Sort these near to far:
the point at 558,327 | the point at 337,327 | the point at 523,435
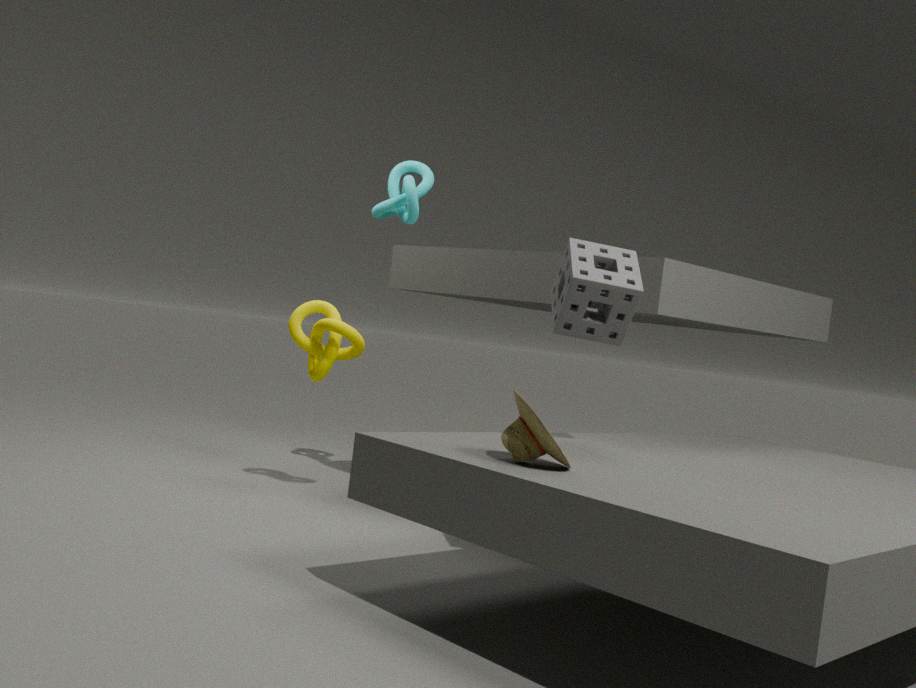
the point at 523,435
the point at 558,327
the point at 337,327
